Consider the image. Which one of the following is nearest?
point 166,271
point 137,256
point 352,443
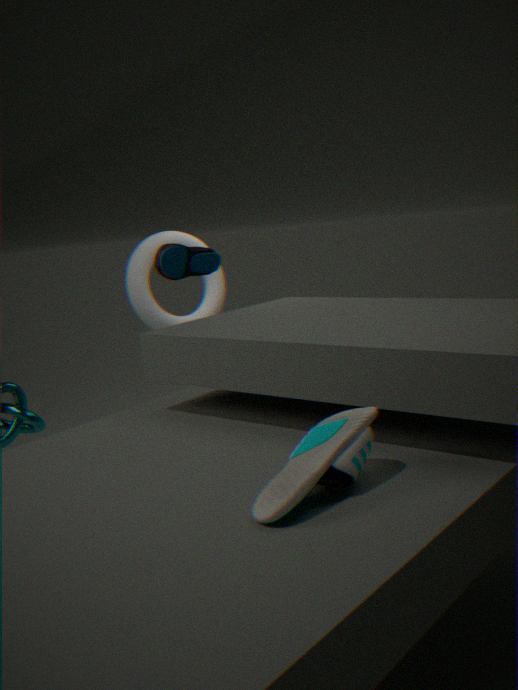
point 352,443
